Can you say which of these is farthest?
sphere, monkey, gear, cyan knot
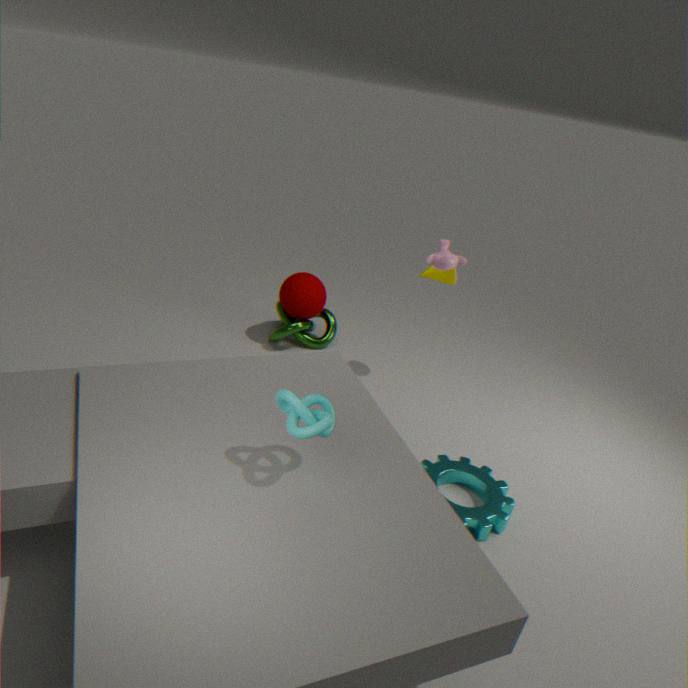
sphere
